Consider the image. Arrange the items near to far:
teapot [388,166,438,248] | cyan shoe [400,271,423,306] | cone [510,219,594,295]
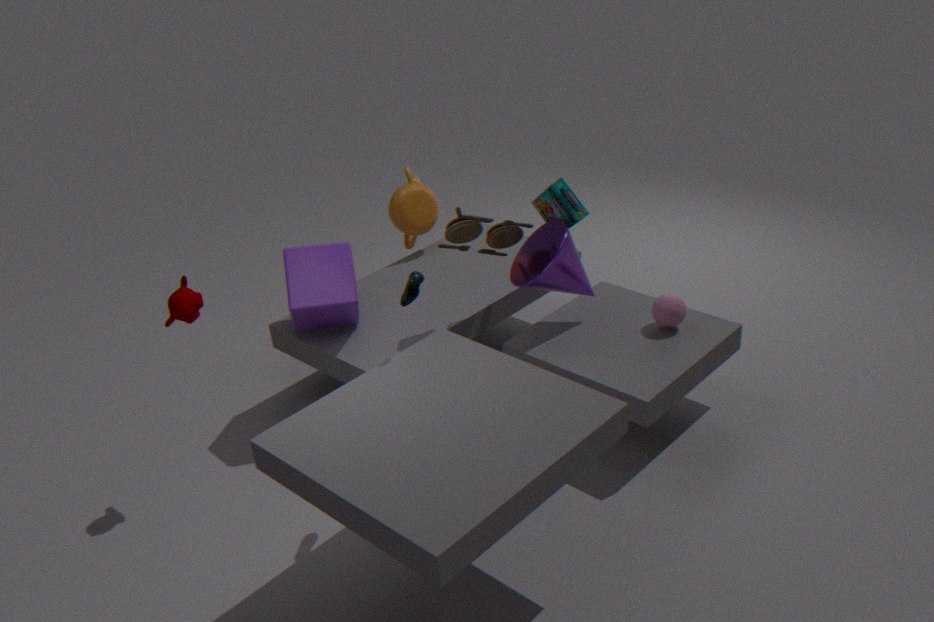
cyan shoe [400,271,423,306] < cone [510,219,594,295] < teapot [388,166,438,248]
